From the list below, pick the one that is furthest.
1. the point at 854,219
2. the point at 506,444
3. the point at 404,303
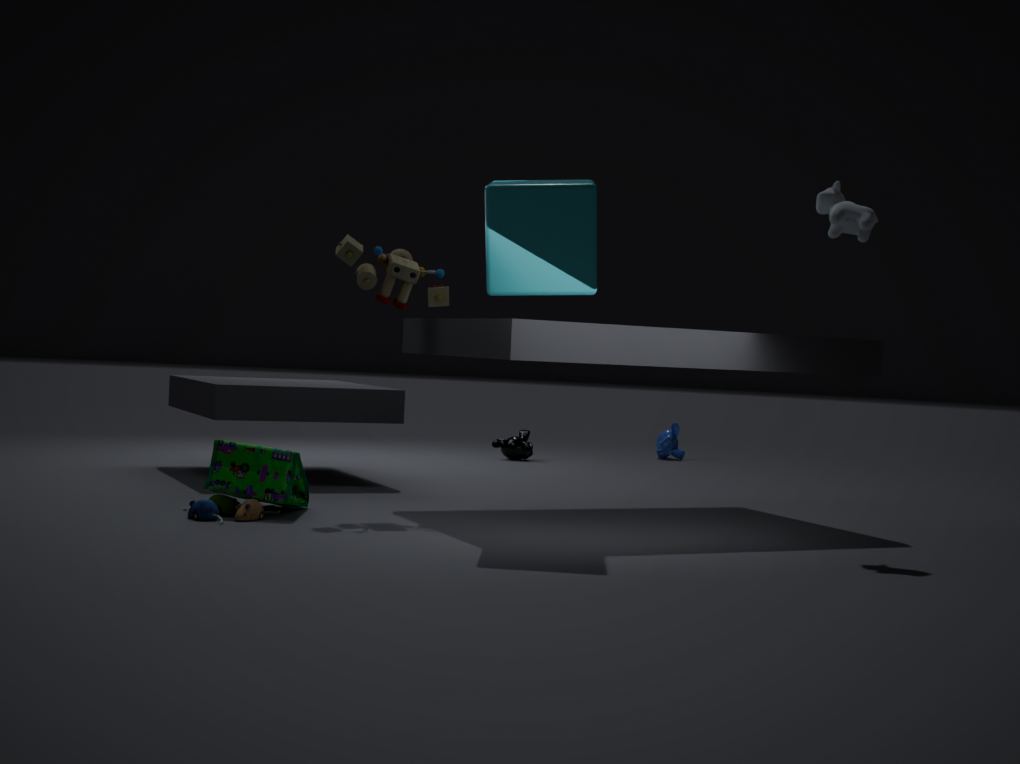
the point at 506,444
